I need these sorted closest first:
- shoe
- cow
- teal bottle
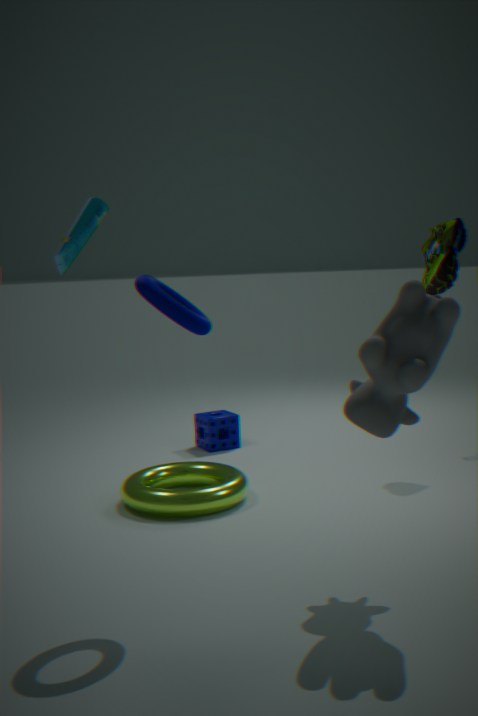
cow
teal bottle
shoe
